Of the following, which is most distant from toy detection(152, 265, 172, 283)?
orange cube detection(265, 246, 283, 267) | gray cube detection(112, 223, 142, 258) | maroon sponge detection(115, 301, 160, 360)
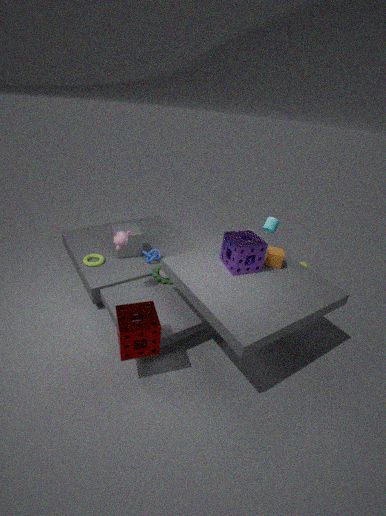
orange cube detection(265, 246, 283, 267)
